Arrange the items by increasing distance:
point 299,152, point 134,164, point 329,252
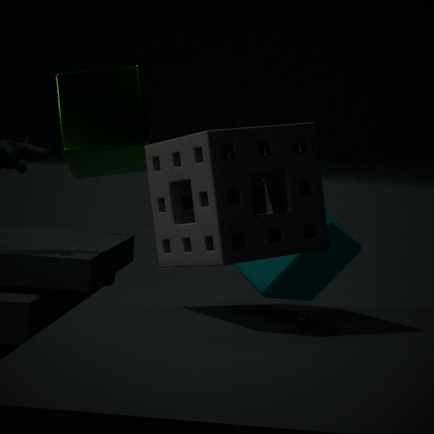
point 299,152, point 329,252, point 134,164
